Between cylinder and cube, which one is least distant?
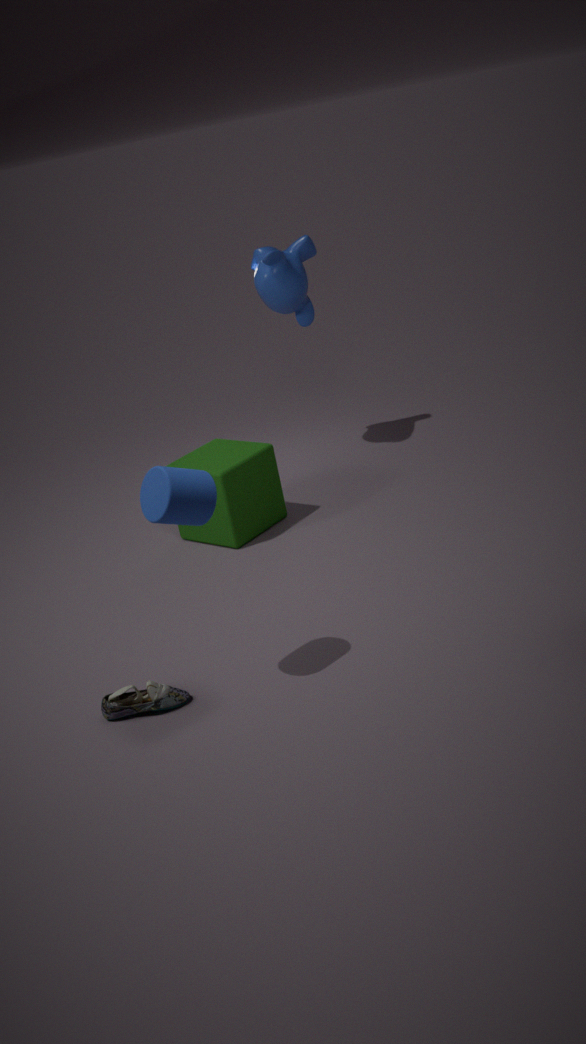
cylinder
